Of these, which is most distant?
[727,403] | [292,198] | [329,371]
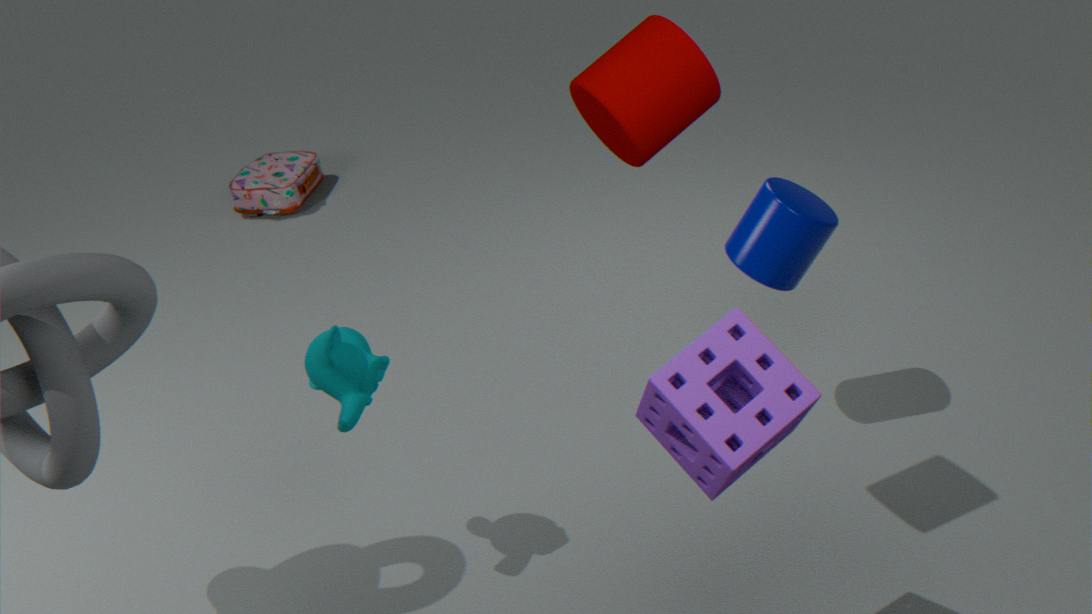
[292,198]
